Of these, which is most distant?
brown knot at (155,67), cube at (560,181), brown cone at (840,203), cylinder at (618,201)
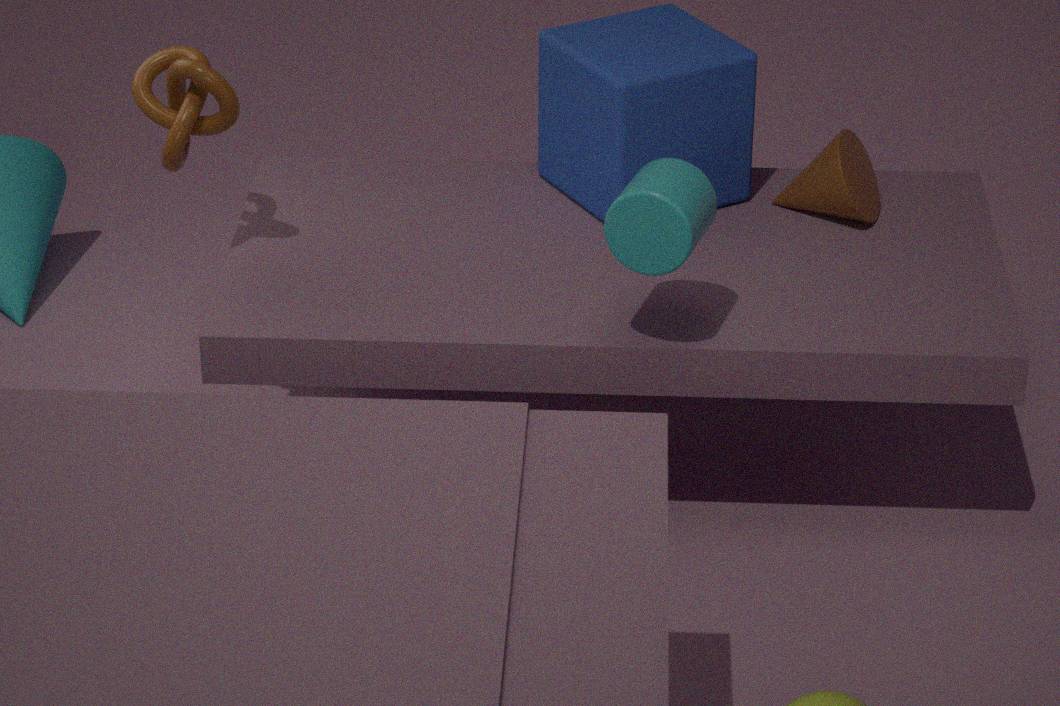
brown cone at (840,203)
